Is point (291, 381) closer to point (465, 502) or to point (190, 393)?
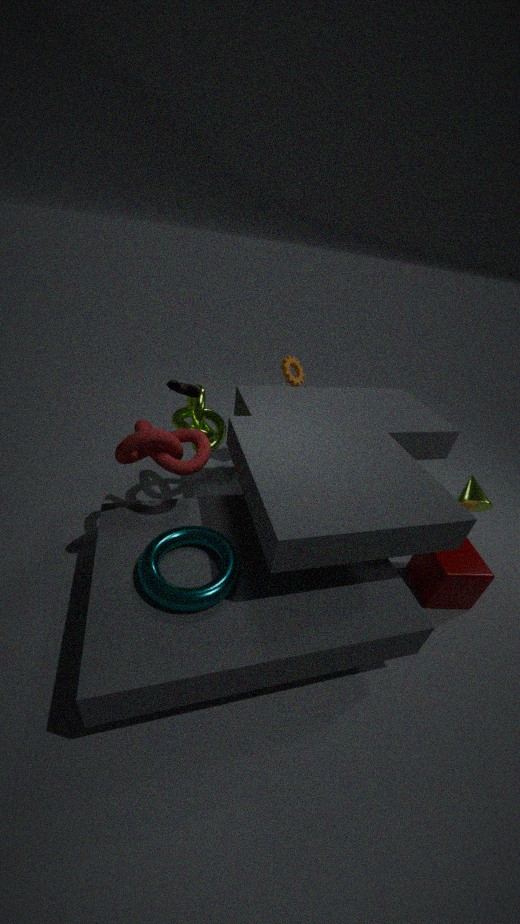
point (190, 393)
